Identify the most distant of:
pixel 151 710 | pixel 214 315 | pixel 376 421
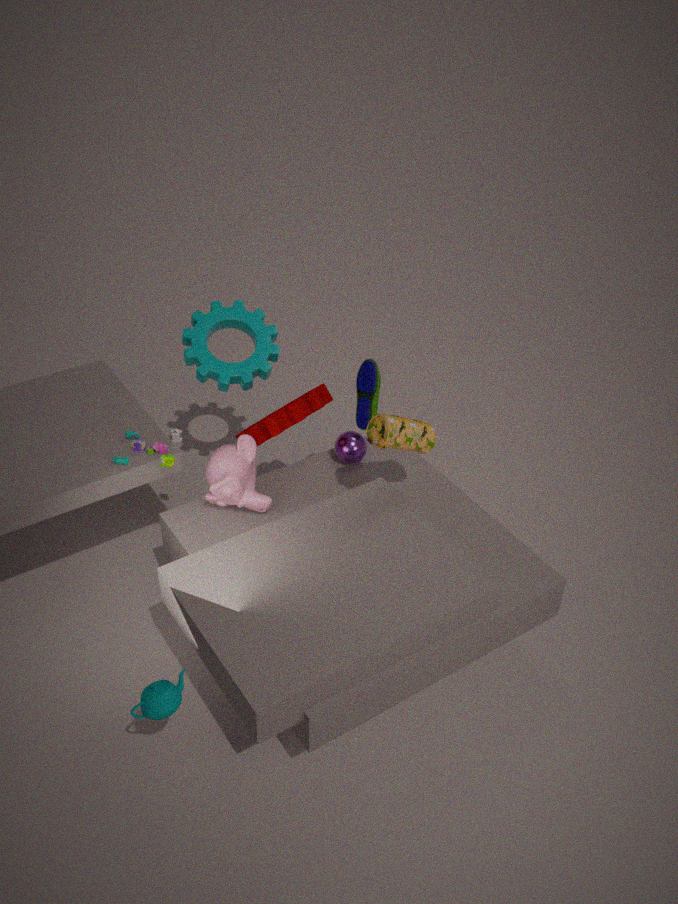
pixel 214 315
